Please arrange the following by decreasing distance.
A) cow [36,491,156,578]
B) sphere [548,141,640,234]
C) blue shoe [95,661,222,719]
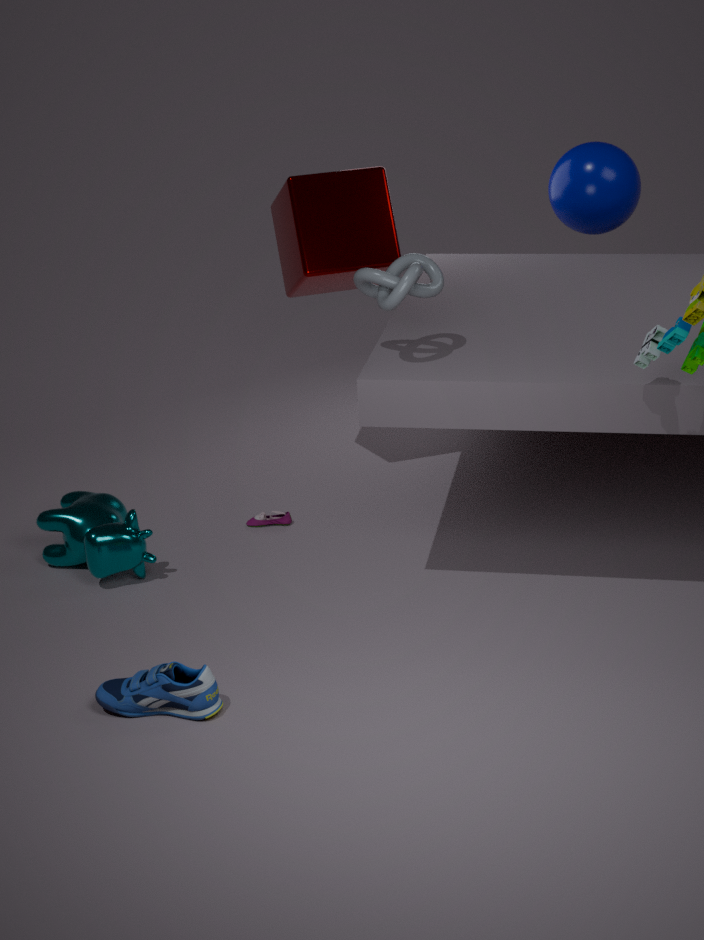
sphere [548,141,640,234], cow [36,491,156,578], blue shoe [95,661,222,719]
